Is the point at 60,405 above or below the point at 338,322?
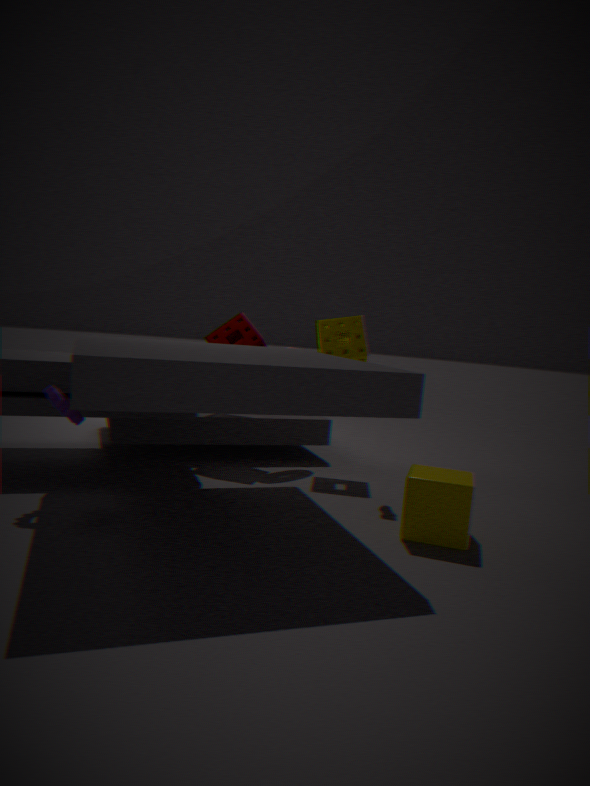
below
